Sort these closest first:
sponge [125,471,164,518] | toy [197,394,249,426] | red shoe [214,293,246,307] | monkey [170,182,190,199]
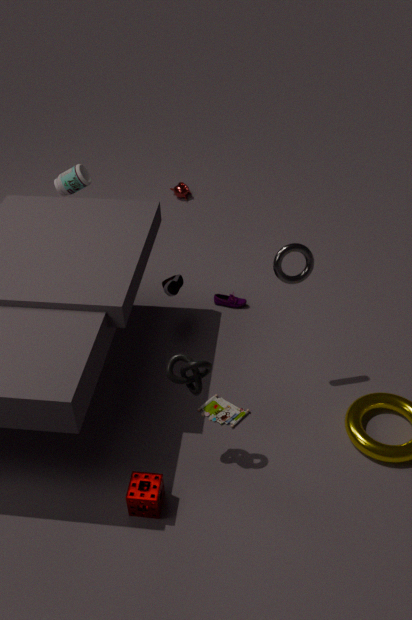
sponge [125,471,164,518], toy [197,394,249,426], red shoe [214,293,246,307], monkey [170,182,190,199]
